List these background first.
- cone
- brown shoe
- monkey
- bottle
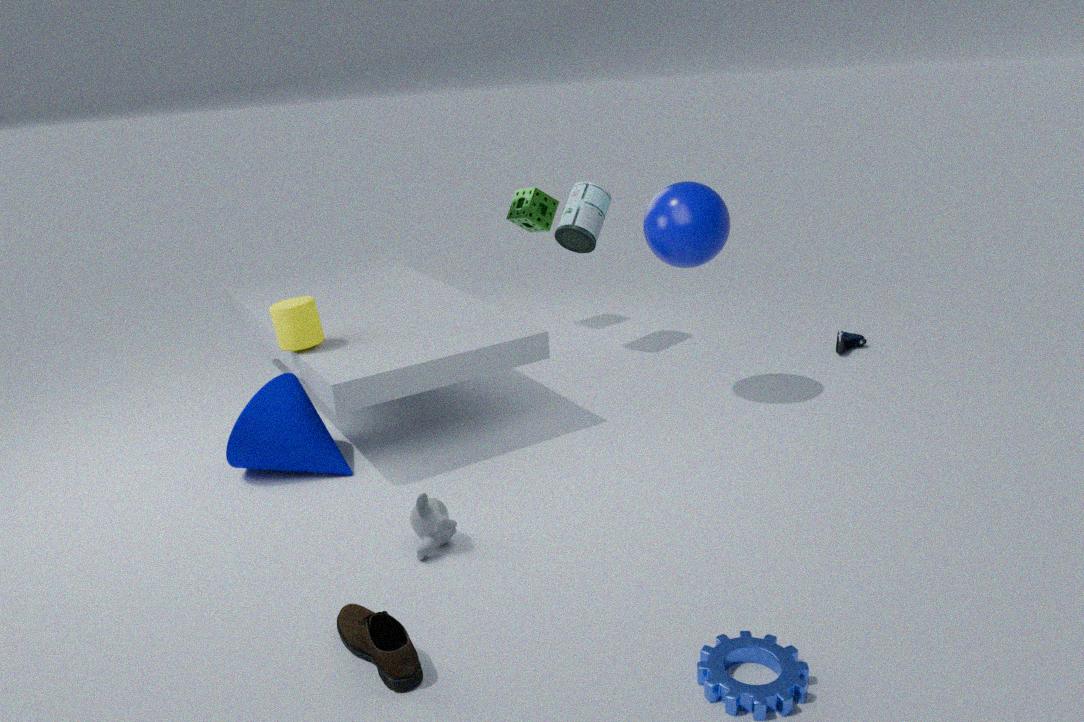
bottle
cone
monkey
brown shoe
